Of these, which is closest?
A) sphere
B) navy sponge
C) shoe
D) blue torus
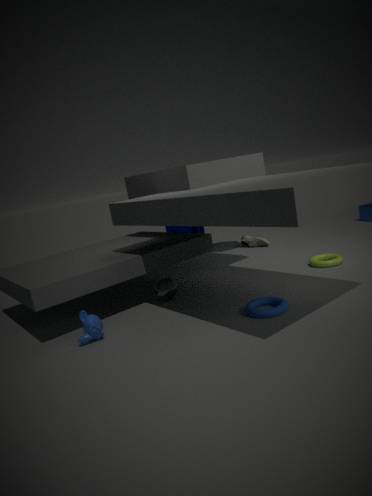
blue torus
